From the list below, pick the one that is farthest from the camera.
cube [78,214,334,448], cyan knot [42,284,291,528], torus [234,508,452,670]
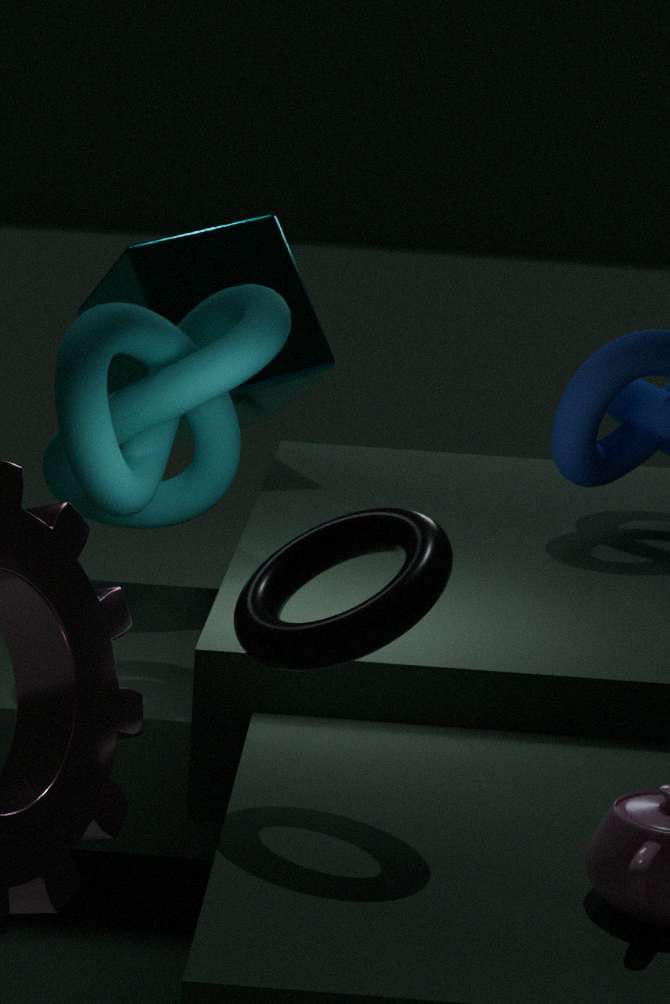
cube [78,214,334,448]
